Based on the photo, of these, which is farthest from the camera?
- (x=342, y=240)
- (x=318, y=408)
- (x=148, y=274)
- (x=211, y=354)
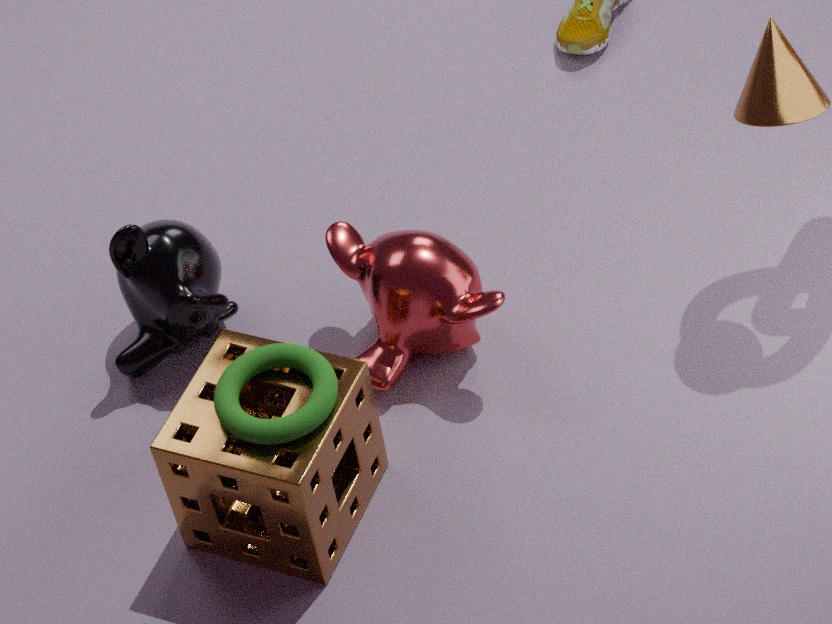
(x=342, y=240)
